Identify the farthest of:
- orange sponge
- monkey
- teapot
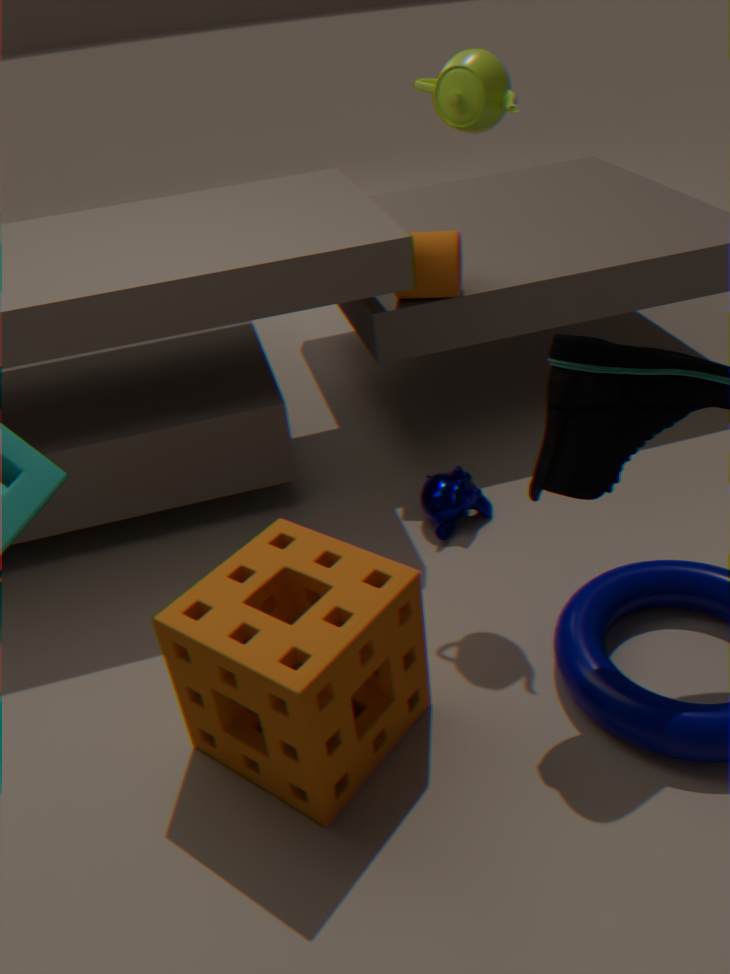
monkey
